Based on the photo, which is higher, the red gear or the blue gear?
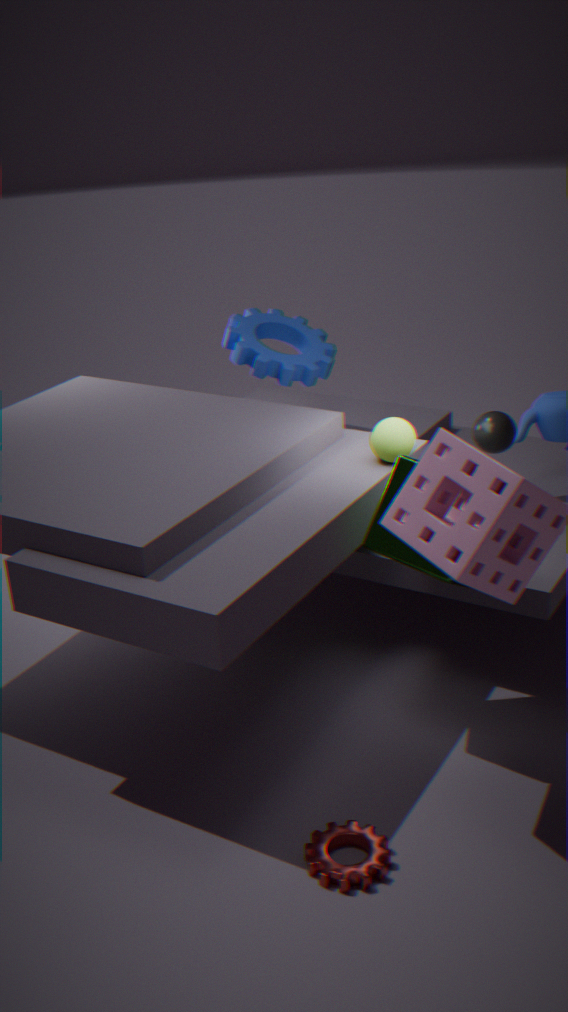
the blue gear
